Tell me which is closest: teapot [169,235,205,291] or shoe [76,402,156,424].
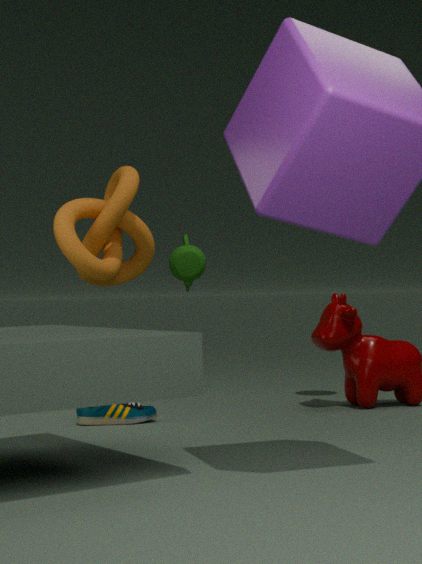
shoe [76,402,156,424]
